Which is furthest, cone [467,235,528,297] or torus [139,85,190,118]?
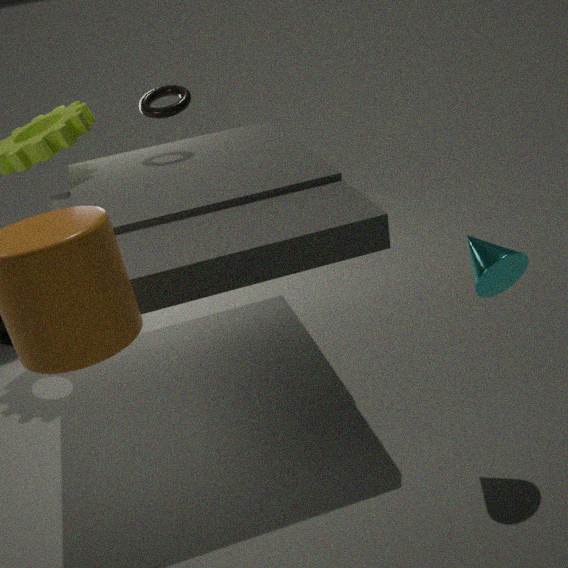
torus [139,85,190,118]
